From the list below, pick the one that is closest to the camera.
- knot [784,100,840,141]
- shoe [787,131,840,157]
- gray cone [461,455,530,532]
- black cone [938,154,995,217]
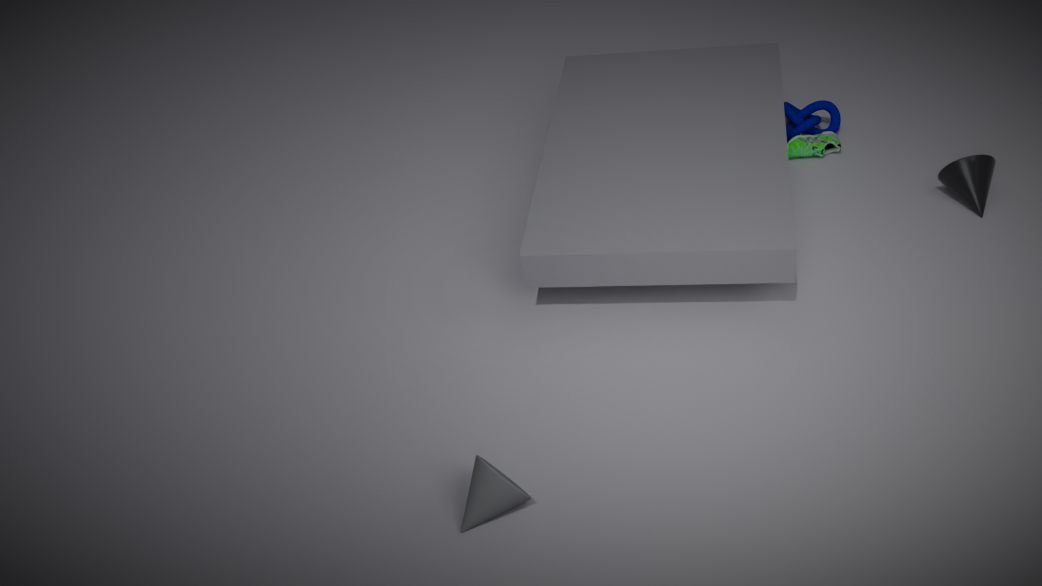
gray cone [461,455,530,532]
